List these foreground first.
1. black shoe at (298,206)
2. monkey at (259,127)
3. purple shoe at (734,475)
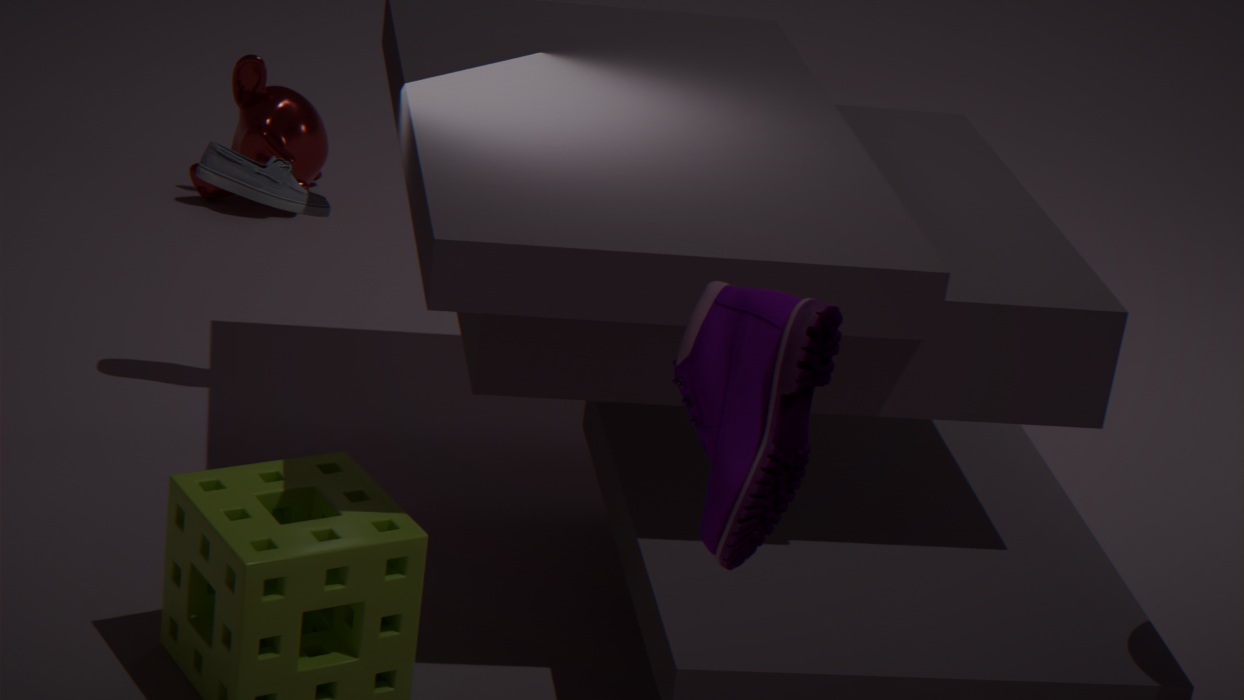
purple shoe at (734,475) < black shoe at (298,206) < monkey at (259,127)
